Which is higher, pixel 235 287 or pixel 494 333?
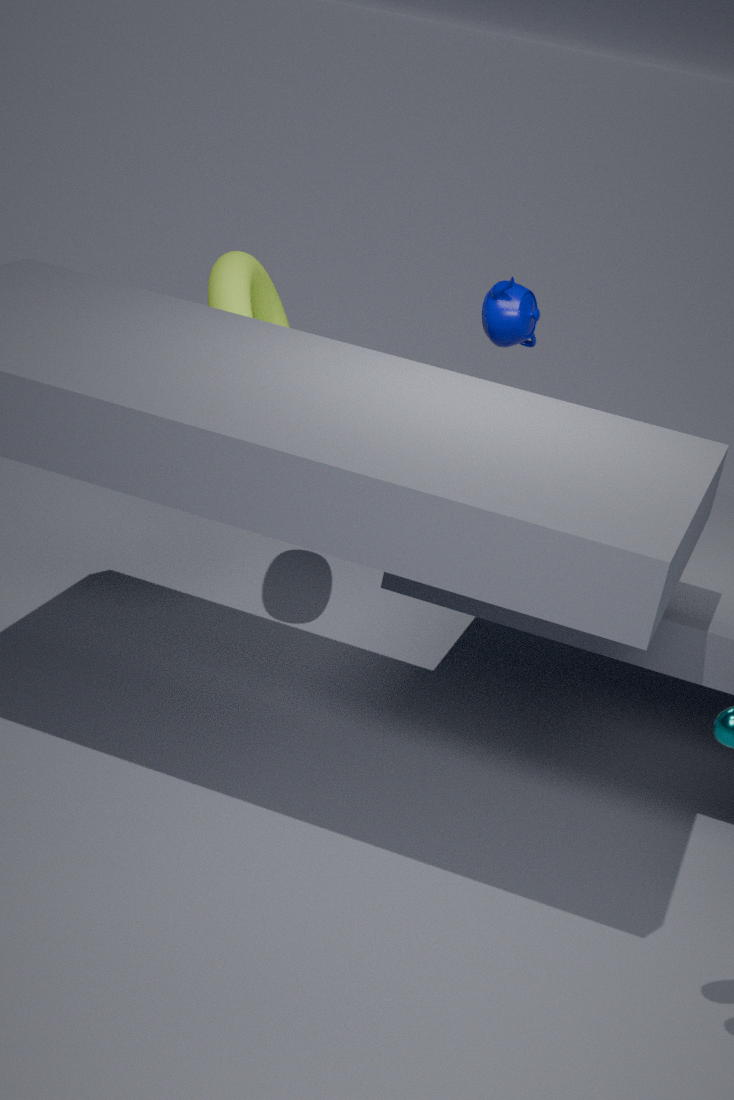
pixel 494 333
